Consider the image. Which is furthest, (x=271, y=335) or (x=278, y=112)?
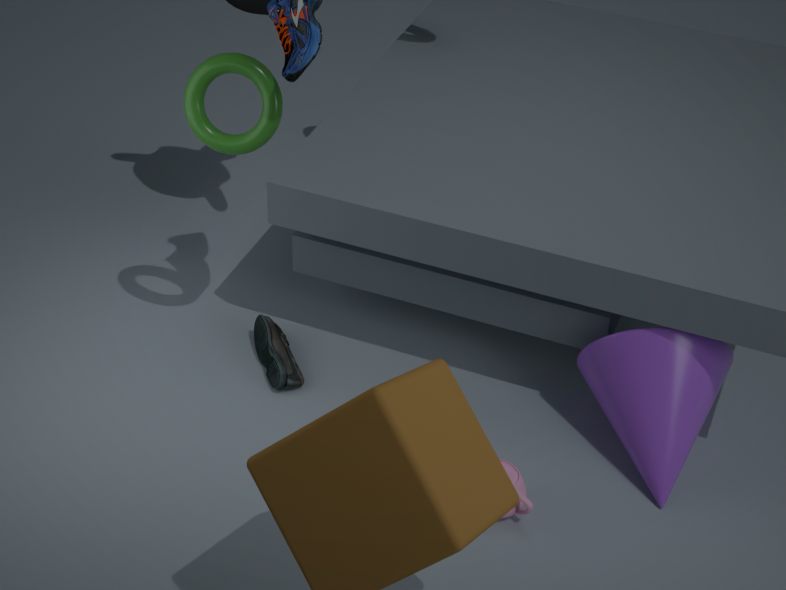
(x=271, y=335)
